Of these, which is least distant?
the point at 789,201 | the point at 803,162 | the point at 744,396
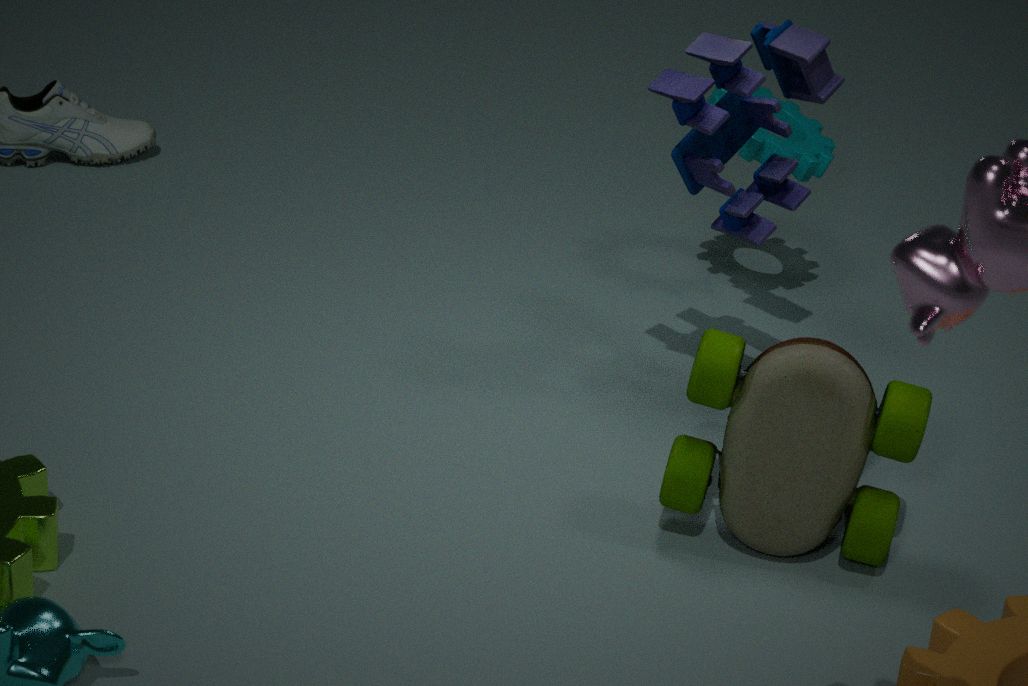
the point at 744,396
